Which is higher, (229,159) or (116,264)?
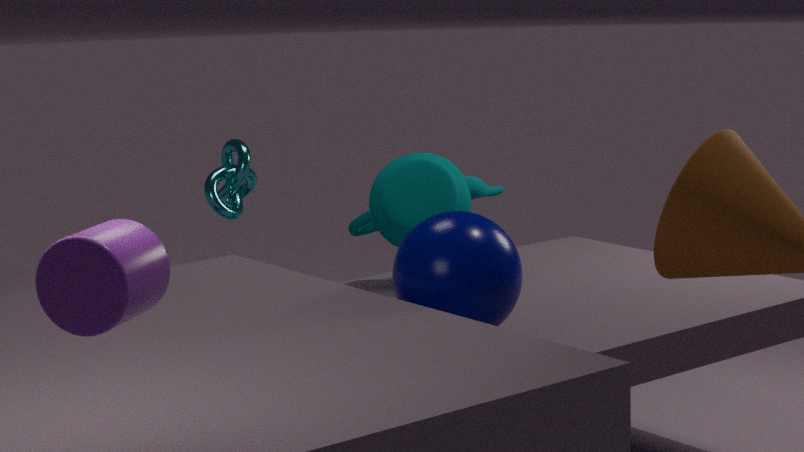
(116,264)
